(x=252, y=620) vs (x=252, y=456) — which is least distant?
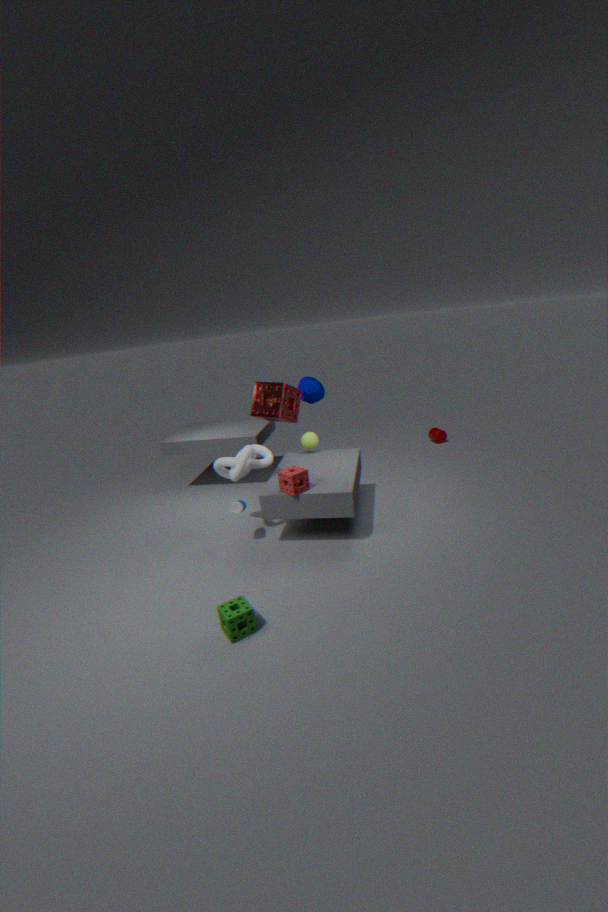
(x=252, y=620)
